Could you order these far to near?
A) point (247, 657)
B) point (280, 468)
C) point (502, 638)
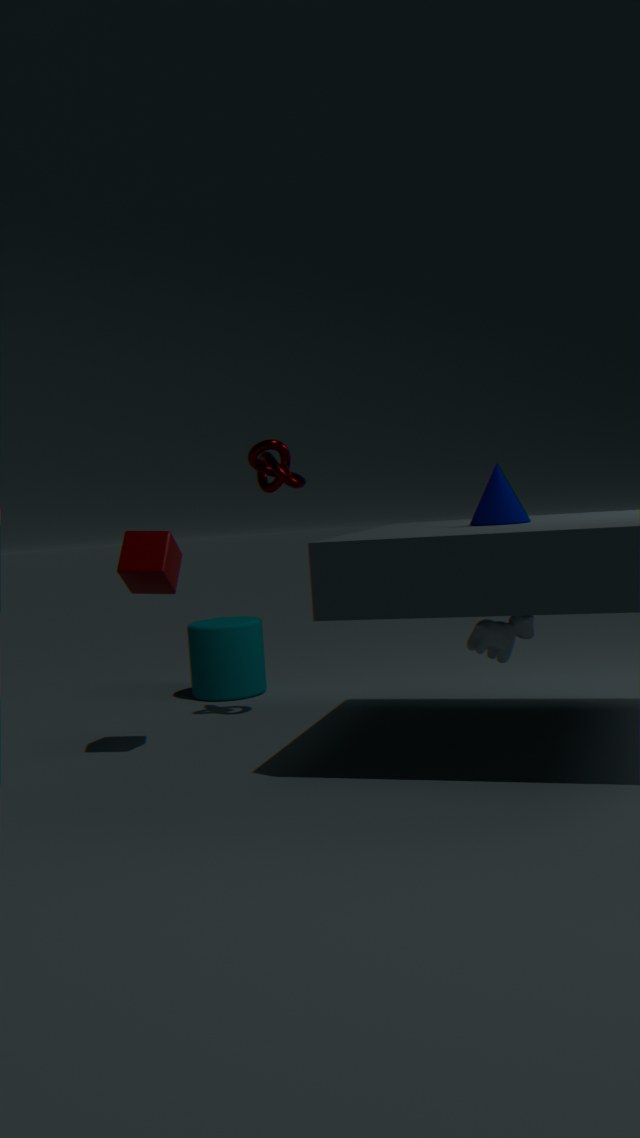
point (247, 657) < point (280, 468) < point (502, 638)
